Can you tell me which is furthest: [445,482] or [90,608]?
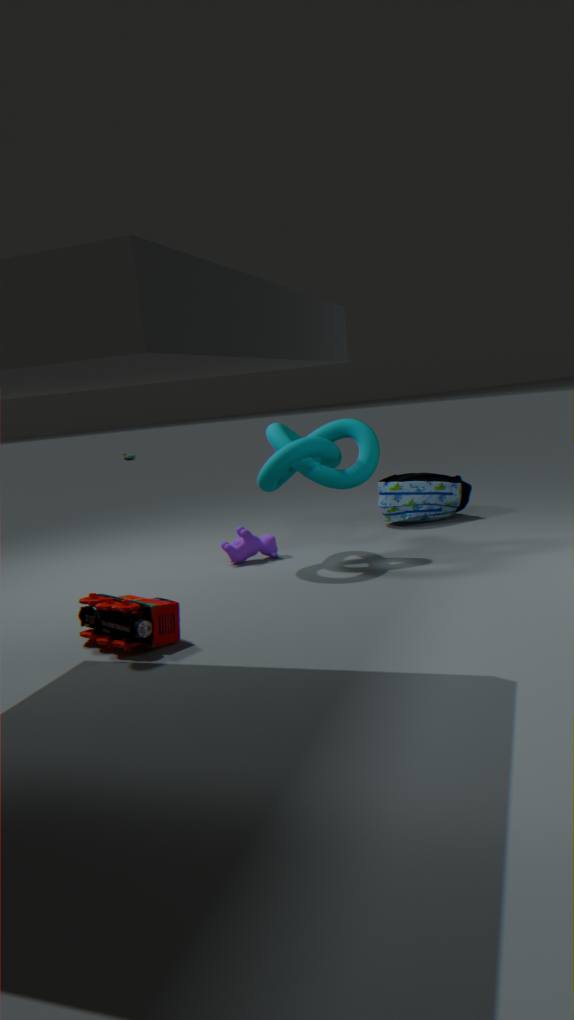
[445,482]
